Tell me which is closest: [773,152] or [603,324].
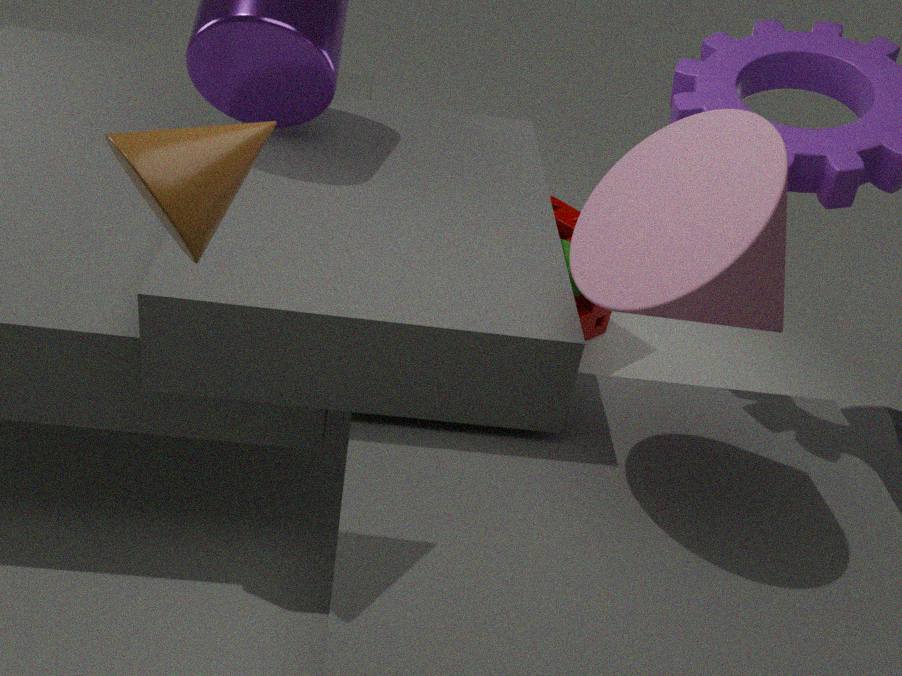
[773,152]
